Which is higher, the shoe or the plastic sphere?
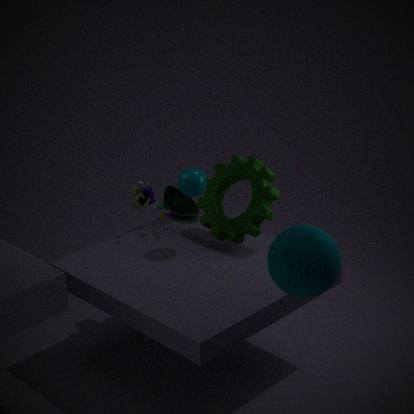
the plastic sphere
